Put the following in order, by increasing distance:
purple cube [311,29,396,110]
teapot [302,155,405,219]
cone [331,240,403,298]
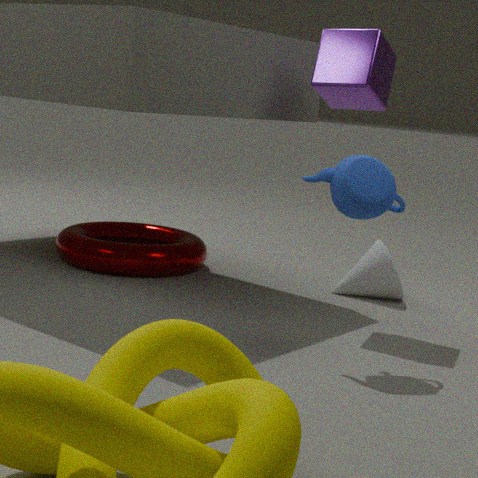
teapot [302,155,405,219]
purple cube [311,29,396,110]
cone [331,240,403,298]
